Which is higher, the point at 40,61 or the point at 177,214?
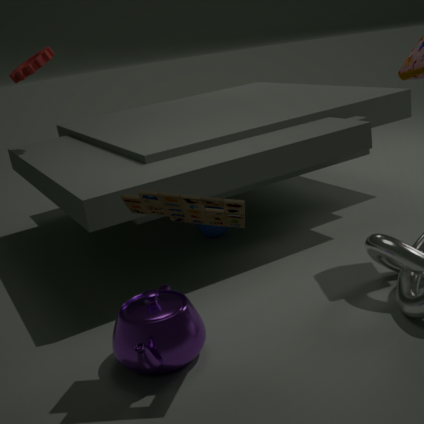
the point at 40,61
